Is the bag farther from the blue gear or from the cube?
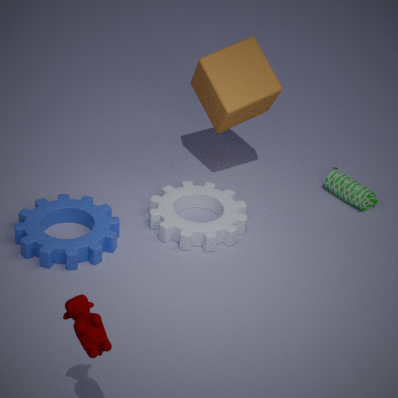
the blue gear
